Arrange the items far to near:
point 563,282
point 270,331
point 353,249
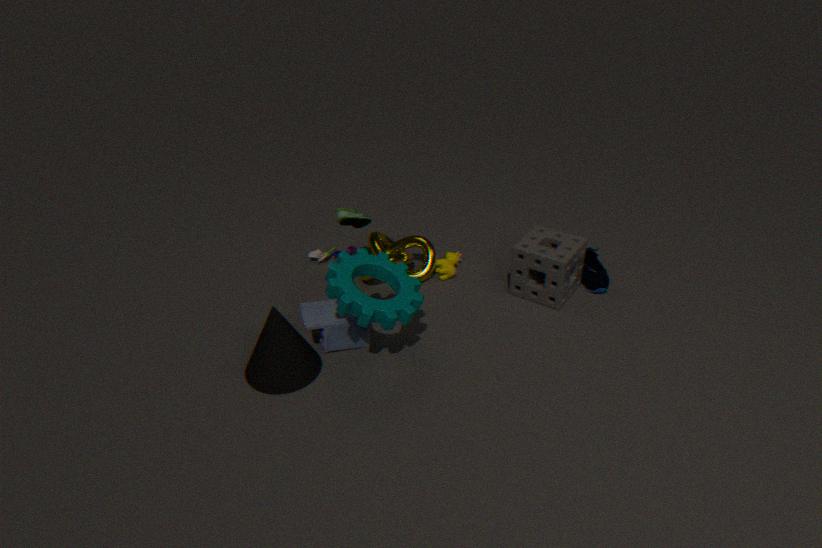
point 353,249 → point 563,282 → point 270,331
